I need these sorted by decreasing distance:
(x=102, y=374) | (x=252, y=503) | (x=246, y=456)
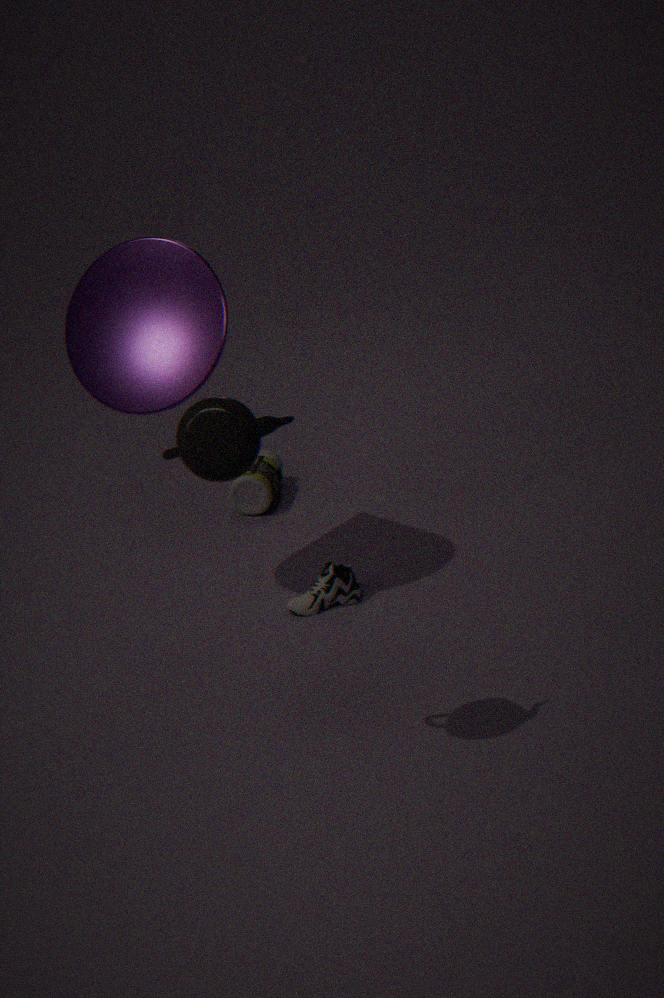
(x=252, y=503) → (x=102, y=374) → (x=246, y=456)
